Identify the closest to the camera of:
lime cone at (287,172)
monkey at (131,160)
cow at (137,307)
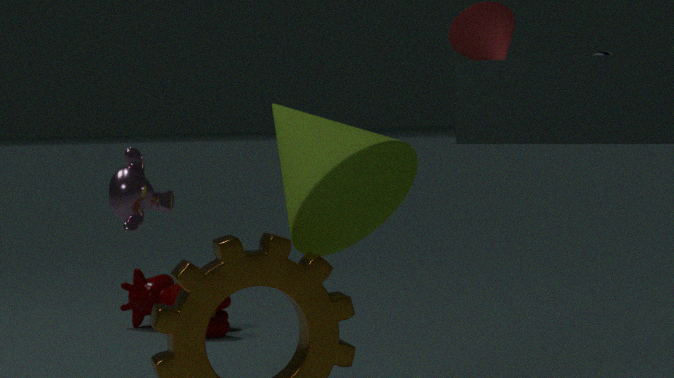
lime cone at (287,172)
